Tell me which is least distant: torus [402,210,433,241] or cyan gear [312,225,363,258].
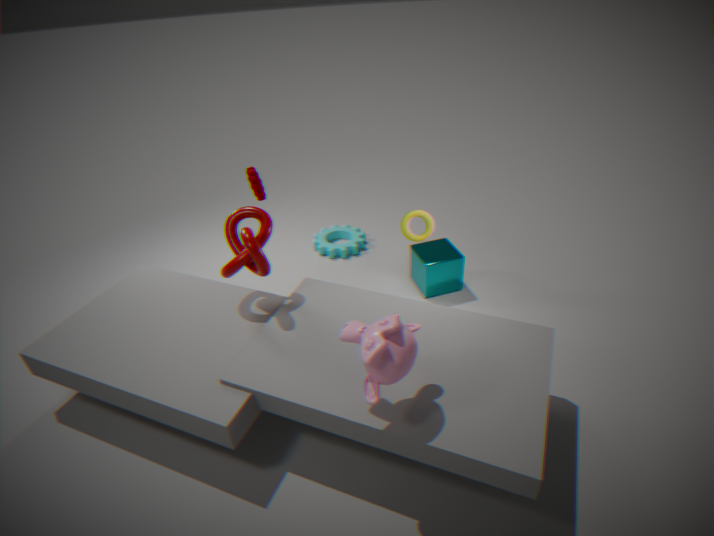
torus [402,210,433,241]
